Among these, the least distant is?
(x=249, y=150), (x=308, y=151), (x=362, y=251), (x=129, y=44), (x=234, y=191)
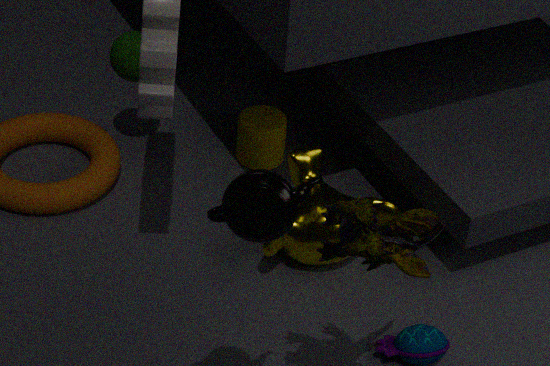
(x=234, y=191)
